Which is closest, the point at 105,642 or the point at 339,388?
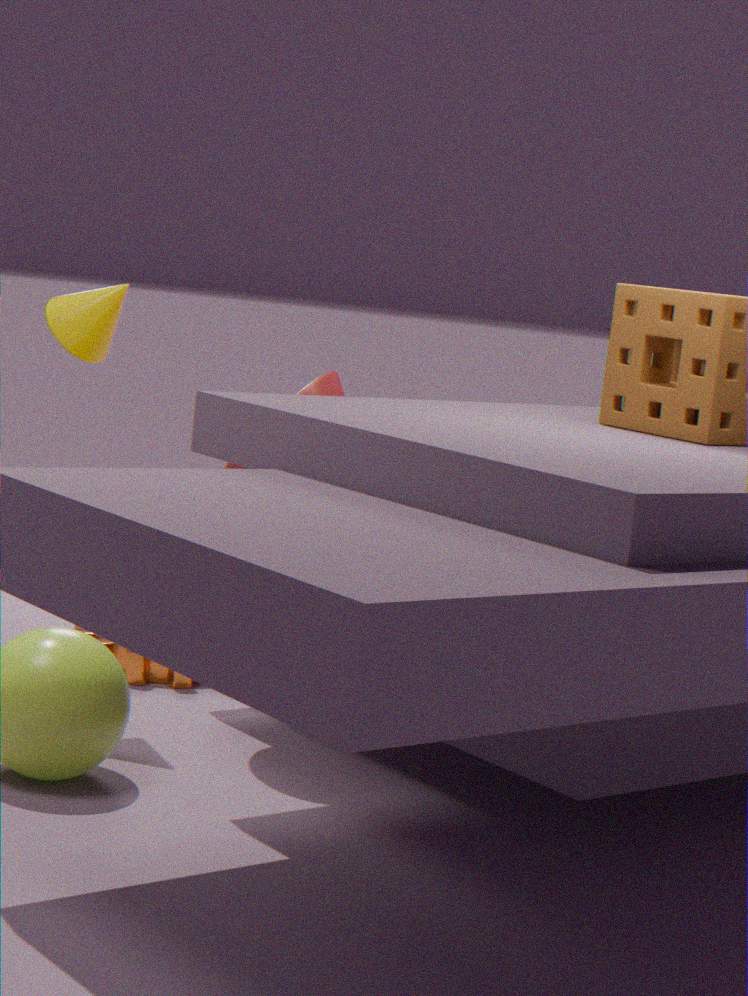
the point at 339,388
